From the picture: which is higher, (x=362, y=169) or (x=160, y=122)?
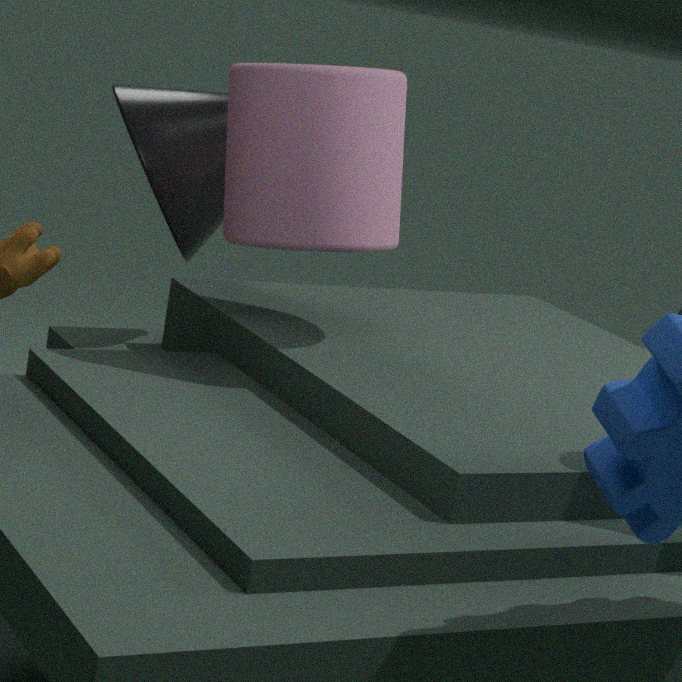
(x=362, y=169)
